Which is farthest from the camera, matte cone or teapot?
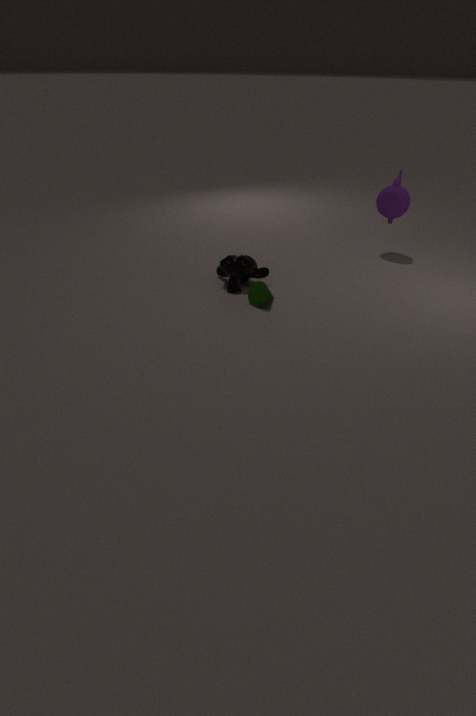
teapot
